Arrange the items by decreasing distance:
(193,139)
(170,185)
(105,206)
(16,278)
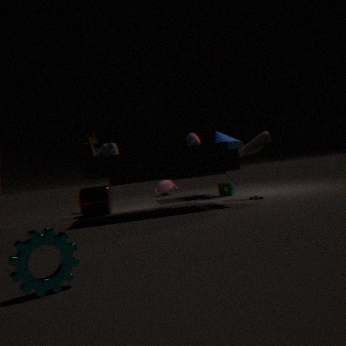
(170,185) → (105,206) → (193,139) → (16,278)
